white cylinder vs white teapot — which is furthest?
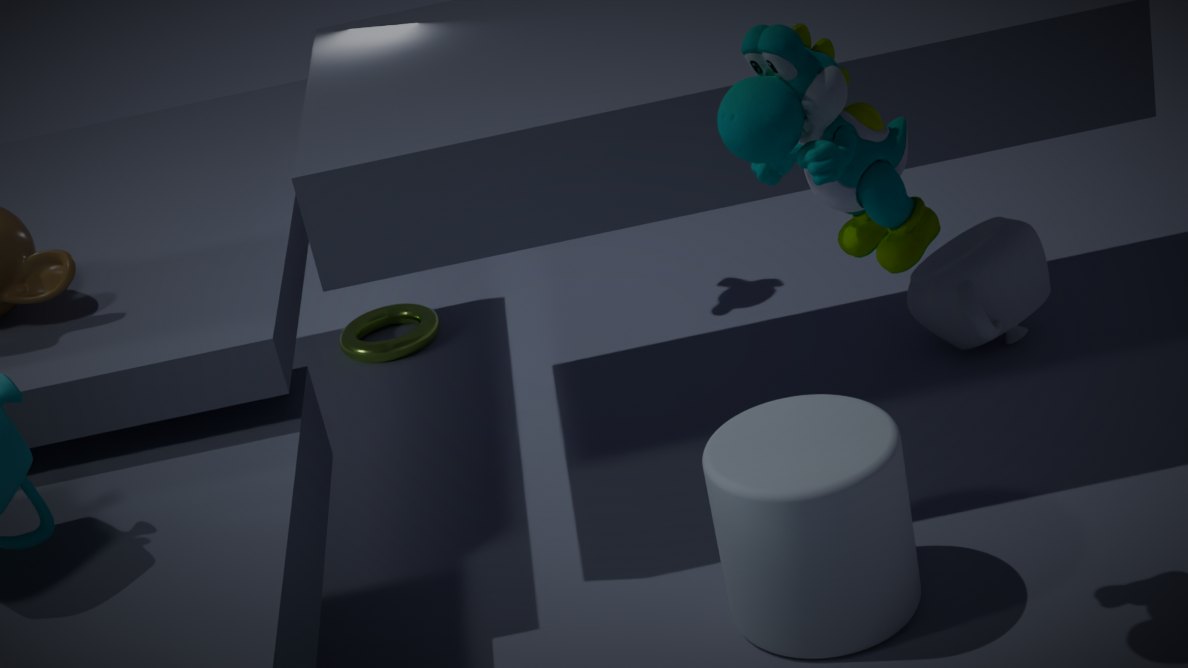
white teapot
